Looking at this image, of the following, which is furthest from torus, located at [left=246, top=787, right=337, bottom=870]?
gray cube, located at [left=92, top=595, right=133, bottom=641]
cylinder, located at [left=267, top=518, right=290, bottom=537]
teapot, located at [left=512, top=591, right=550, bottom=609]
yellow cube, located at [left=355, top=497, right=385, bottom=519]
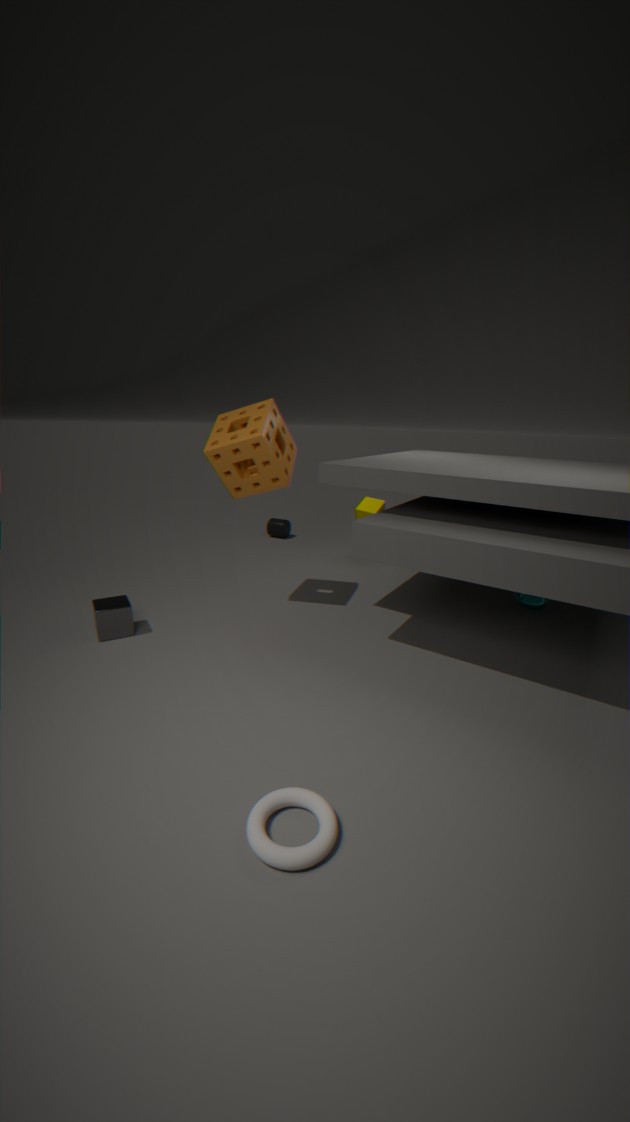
cylinder, located at [left=267, top=518, right=290, bottom=537]
